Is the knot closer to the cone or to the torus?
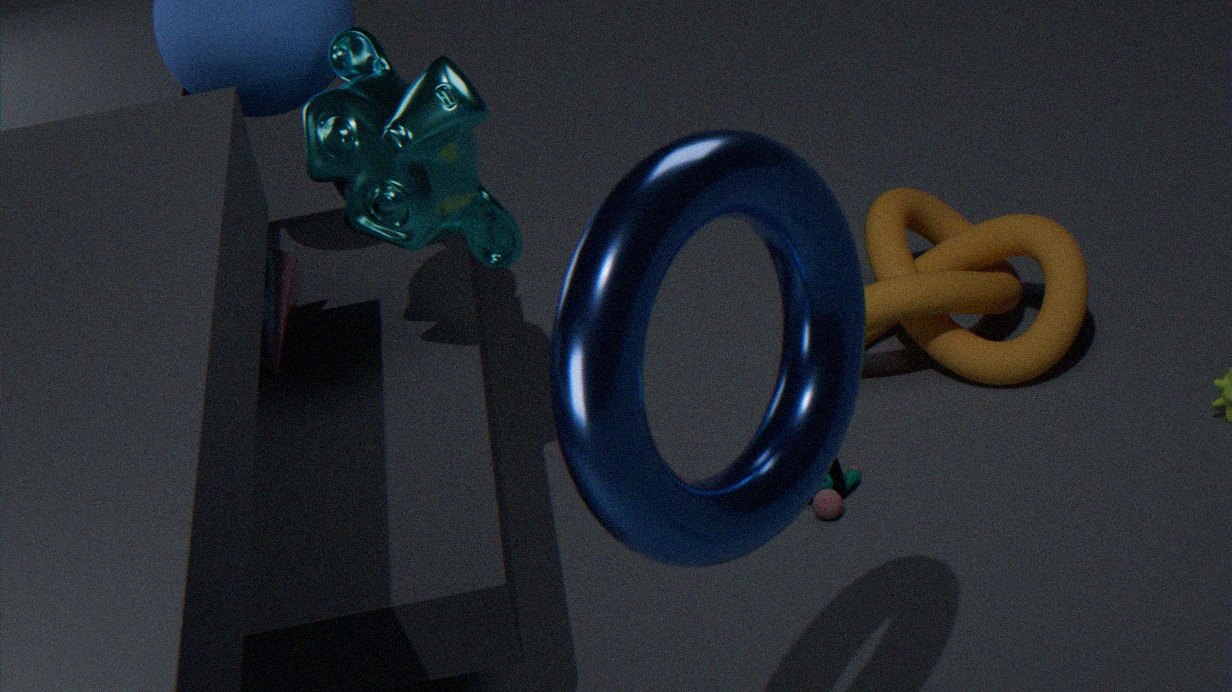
the cone
